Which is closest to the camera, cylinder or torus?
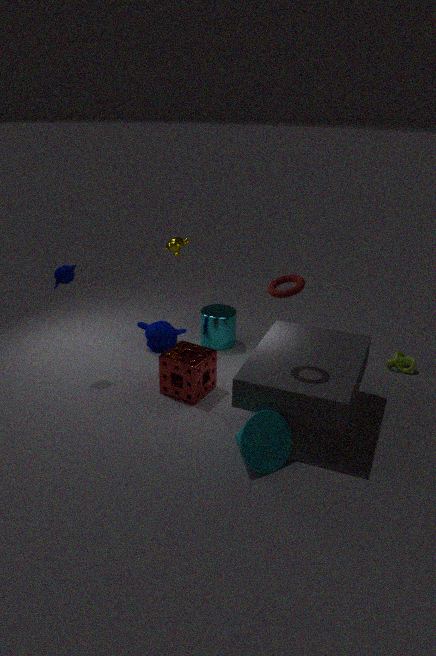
torus
